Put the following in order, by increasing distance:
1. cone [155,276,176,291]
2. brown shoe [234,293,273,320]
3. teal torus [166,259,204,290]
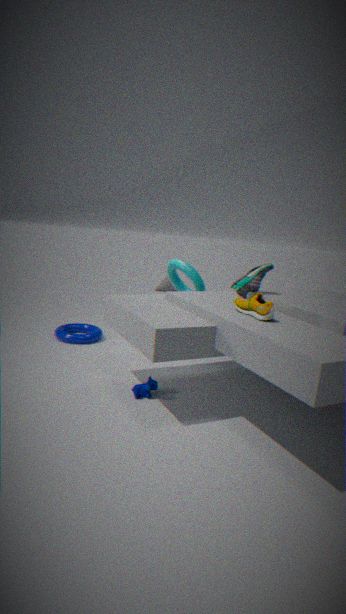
brown shoe [234,293,273,320] → teal torus [166,259,204,290] → cone [155,276,176,291]
